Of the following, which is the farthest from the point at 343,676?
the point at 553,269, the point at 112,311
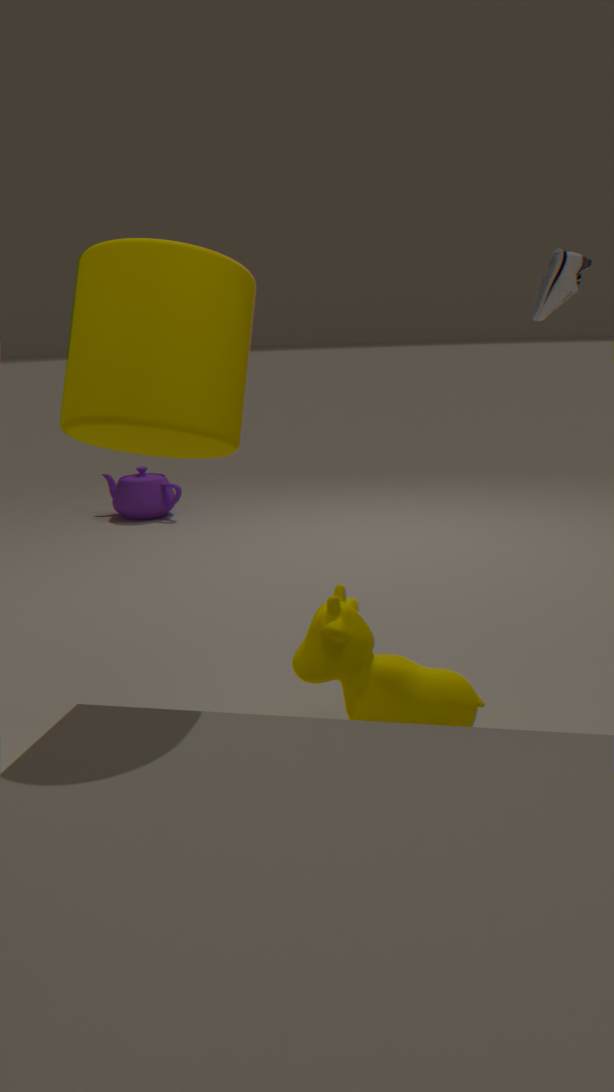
the point at 553,269
